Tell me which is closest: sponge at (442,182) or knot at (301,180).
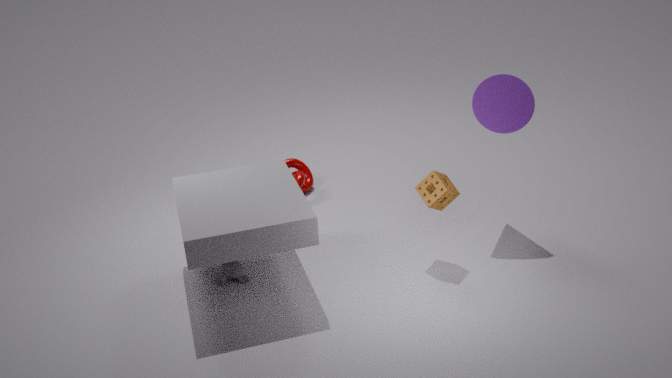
sponge at (442,182)
